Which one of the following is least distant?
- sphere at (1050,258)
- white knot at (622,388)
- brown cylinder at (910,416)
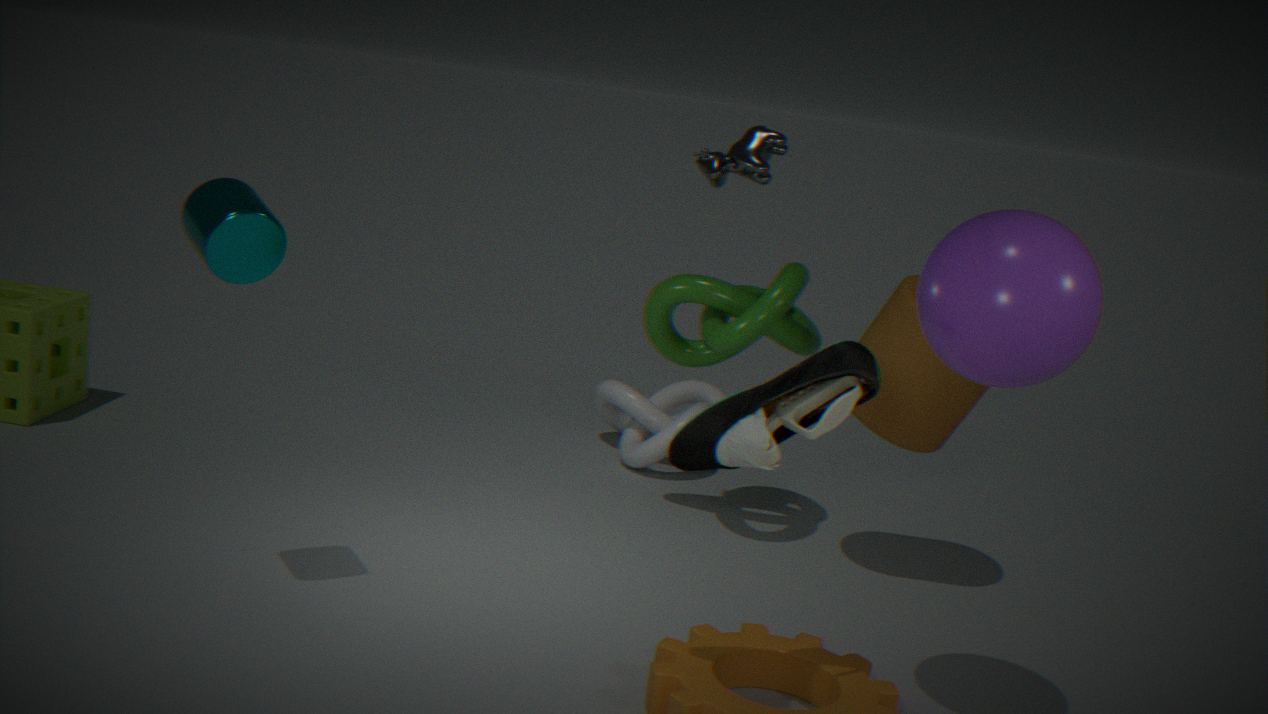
sphere at (1050,258)
